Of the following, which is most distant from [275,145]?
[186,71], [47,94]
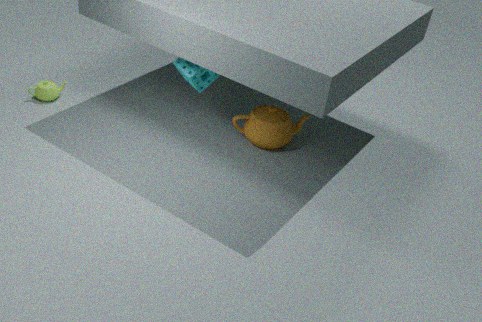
[47,94]
